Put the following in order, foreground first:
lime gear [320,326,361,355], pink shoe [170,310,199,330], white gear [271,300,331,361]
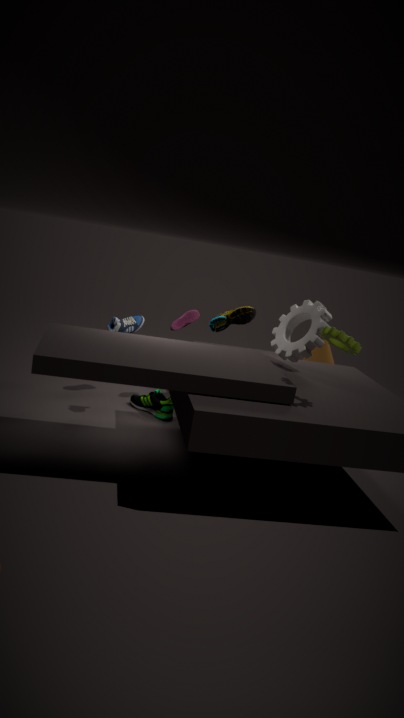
1. lime gear [320,326,361,355]
2. white gear [271,300,331,361]
3. pink shoe [170,310,199,330]
